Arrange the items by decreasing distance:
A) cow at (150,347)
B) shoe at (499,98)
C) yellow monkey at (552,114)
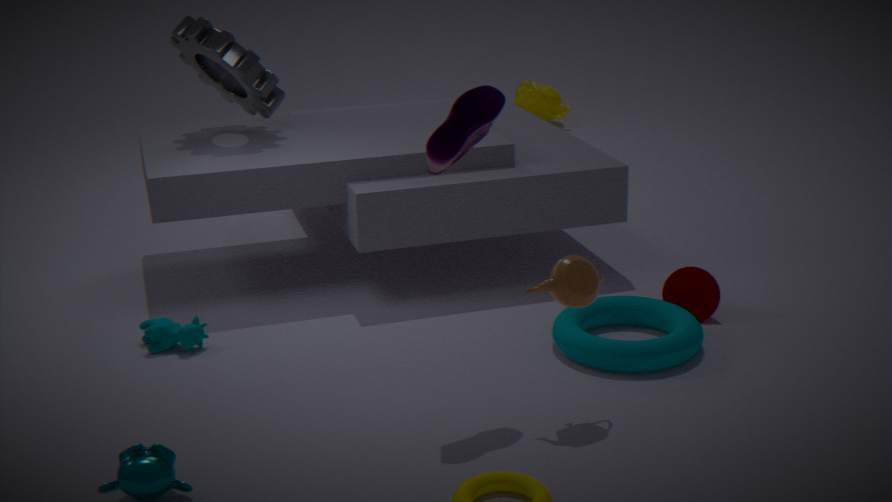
1. yellow monkey at (552,114)
2. cow at (150,347)
3. shoe at (499,98)
